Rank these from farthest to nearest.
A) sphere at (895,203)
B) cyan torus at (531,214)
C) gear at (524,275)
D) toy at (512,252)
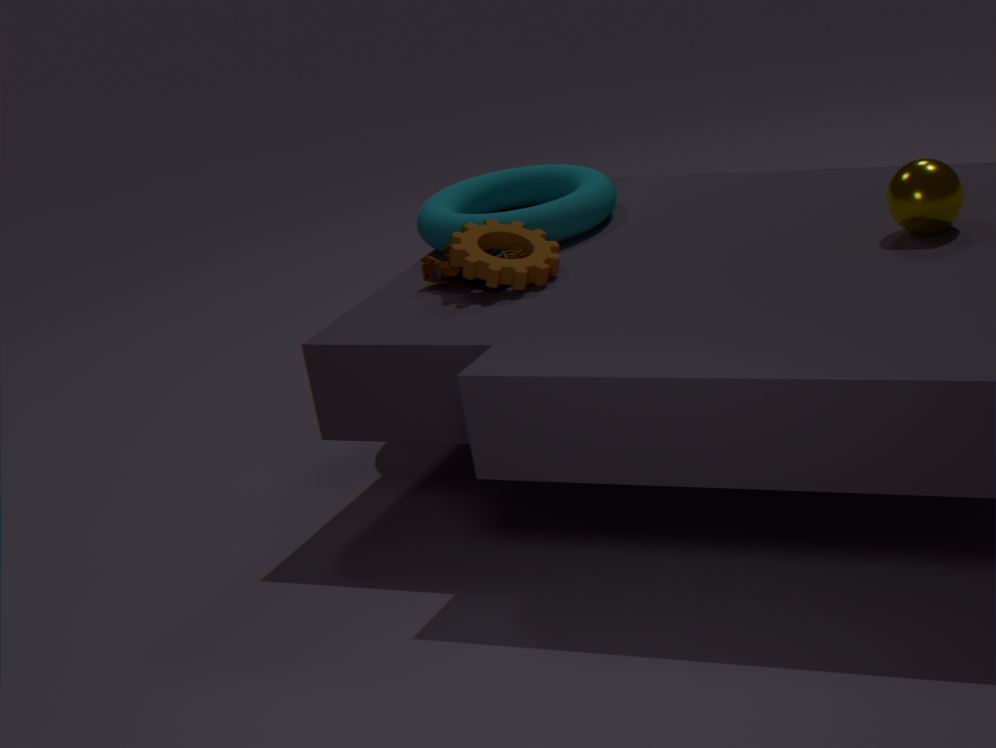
cyan torus at (531,214) → toy at (512,252) → gear at (524,275) → sphere at (895,203)
